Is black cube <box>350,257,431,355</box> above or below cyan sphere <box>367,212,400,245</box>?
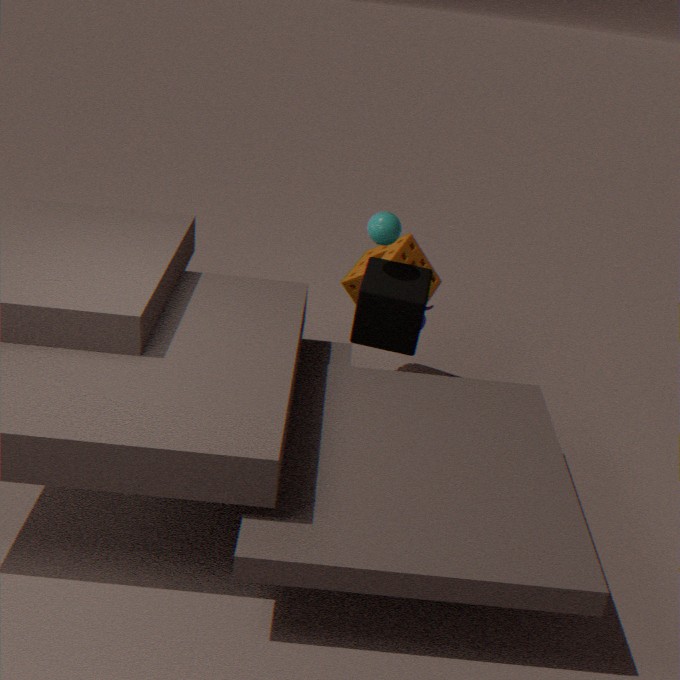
below
